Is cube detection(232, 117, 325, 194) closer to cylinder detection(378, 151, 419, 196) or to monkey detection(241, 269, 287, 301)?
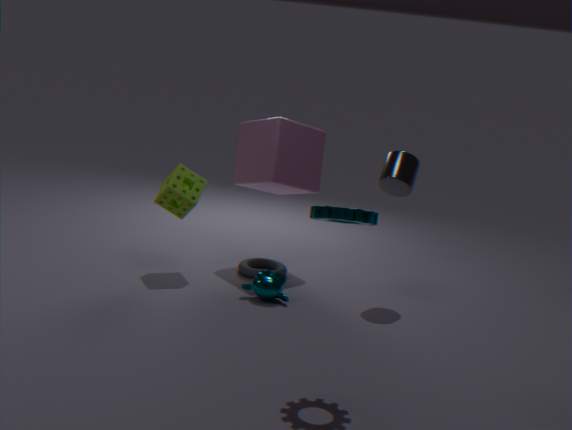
cylinder detection(378, 151, 419, 196)
